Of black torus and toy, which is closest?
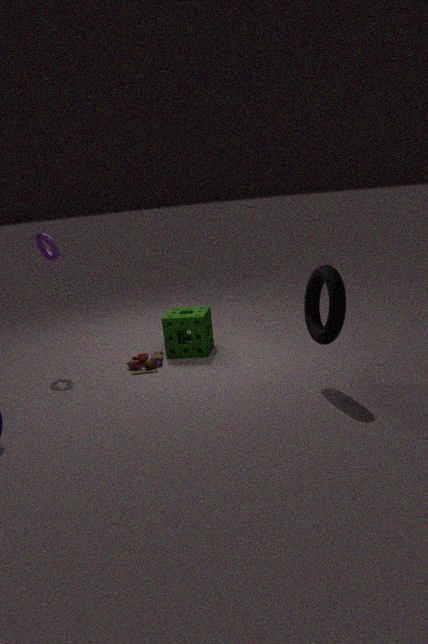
black torus
